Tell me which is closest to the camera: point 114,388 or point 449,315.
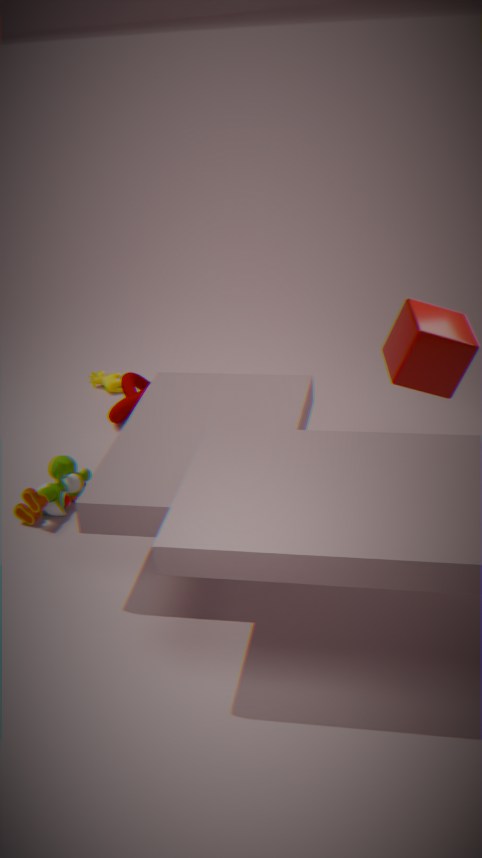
point 449,315
